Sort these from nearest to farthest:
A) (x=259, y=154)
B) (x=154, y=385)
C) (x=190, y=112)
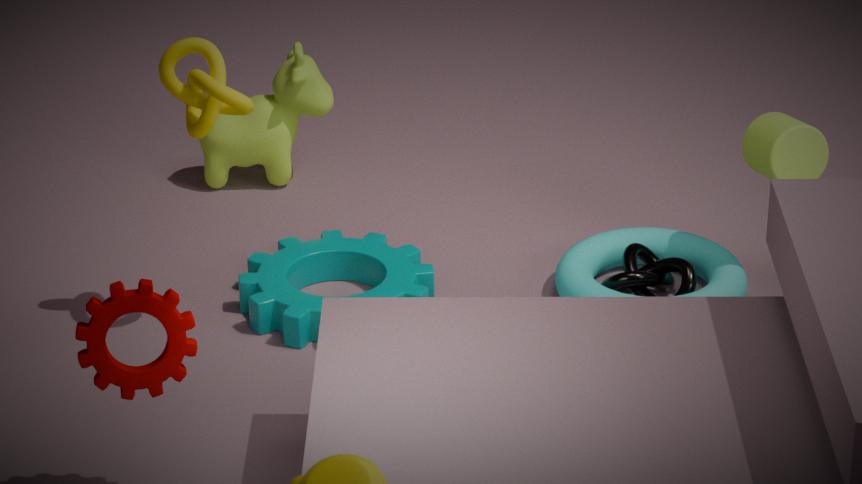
(x=154, y=385)
(x=190, y=112)
(x=259, y=154)
